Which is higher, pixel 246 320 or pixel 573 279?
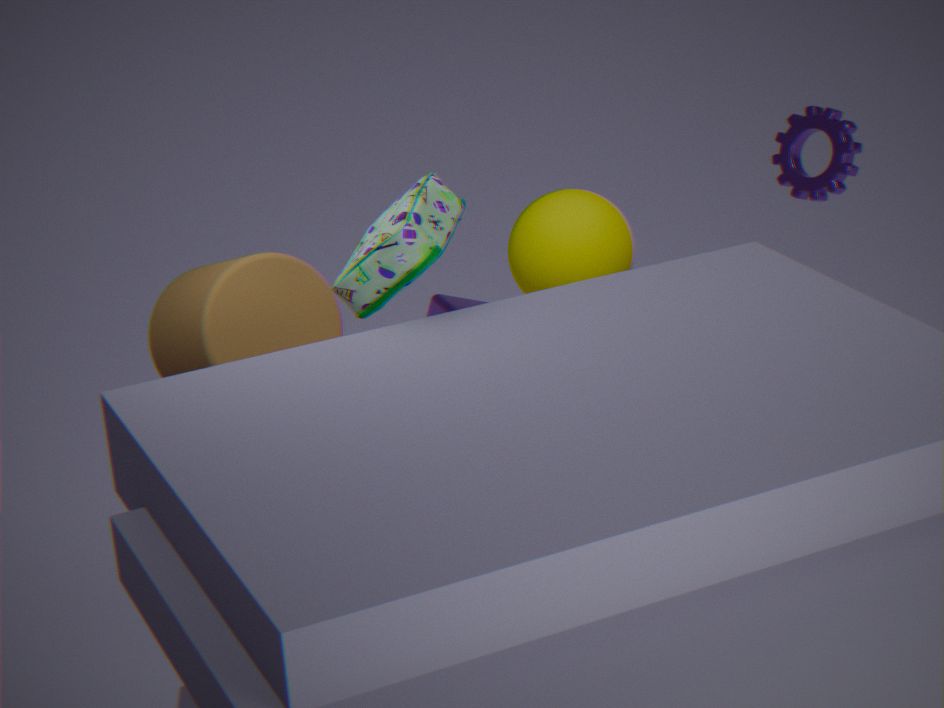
pixel 246 320
